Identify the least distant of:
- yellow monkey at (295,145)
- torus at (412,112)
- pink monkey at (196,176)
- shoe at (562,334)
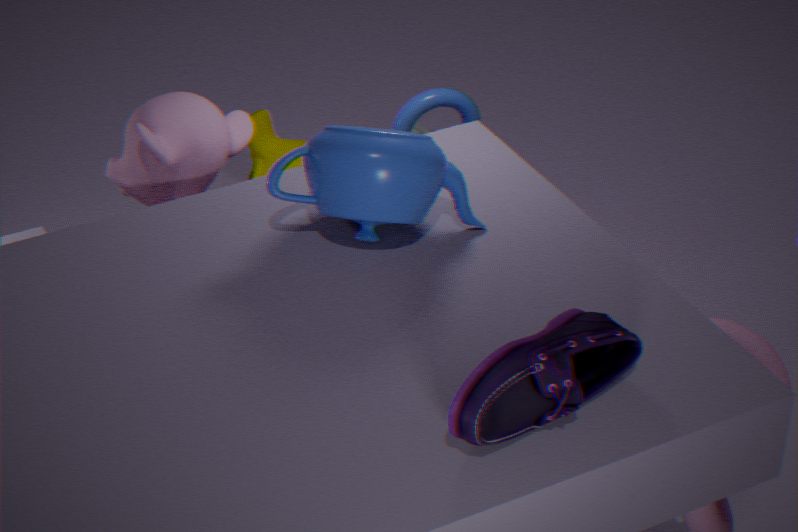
shoe at (562,334)
